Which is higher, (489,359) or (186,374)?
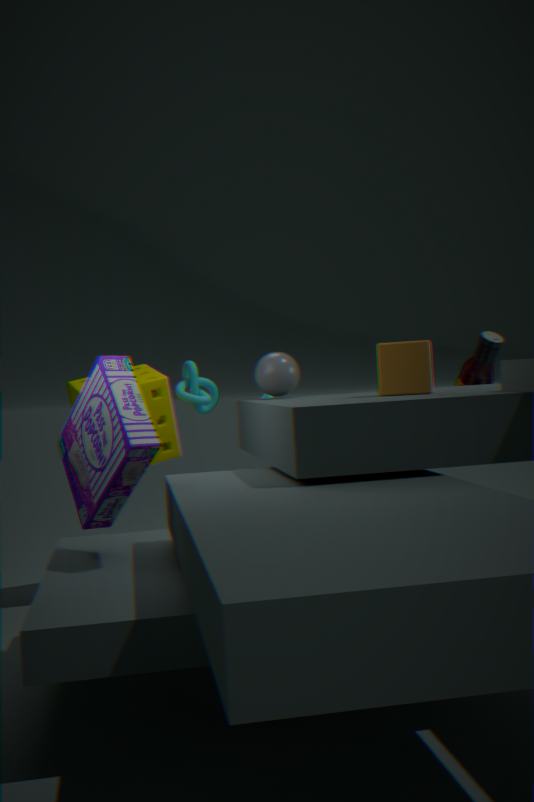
(186,374)
